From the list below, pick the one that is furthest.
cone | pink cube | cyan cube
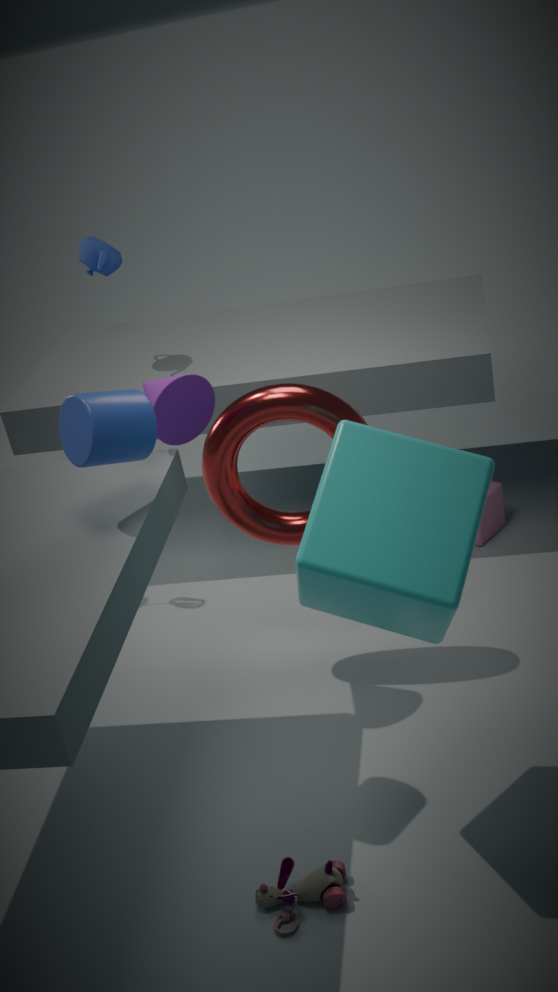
pink cube
